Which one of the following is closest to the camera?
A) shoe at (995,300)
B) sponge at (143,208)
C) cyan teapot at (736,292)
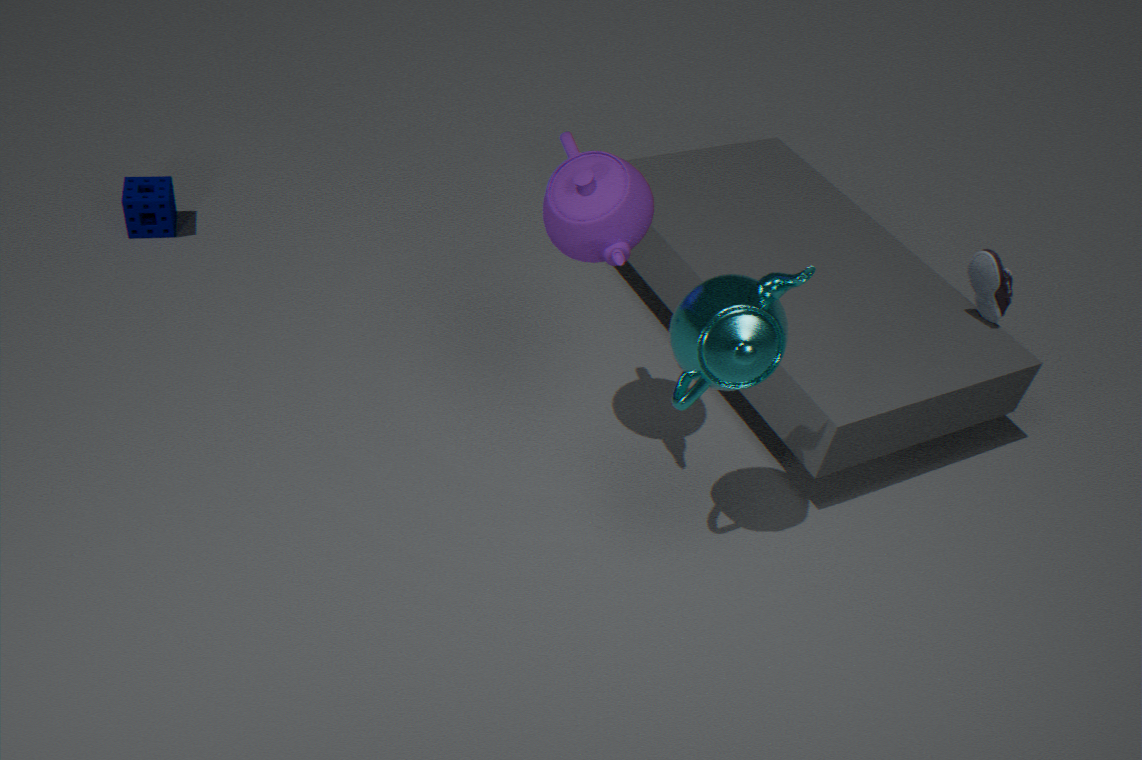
cyan teapot at (736,292)
